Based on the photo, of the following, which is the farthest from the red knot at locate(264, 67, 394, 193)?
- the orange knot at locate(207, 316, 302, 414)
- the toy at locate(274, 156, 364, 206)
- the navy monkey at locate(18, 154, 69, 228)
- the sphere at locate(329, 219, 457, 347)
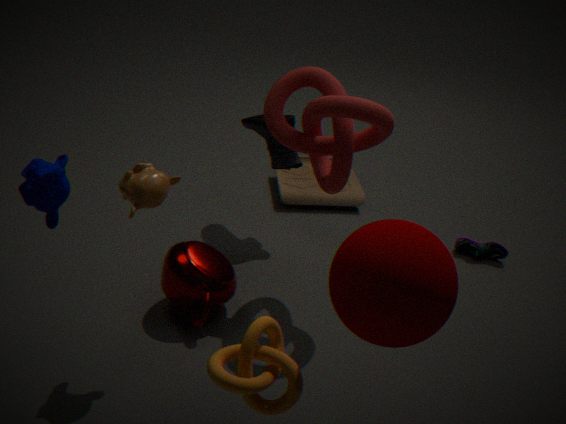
the orange knot at locate(207, 316, 302, 414)
